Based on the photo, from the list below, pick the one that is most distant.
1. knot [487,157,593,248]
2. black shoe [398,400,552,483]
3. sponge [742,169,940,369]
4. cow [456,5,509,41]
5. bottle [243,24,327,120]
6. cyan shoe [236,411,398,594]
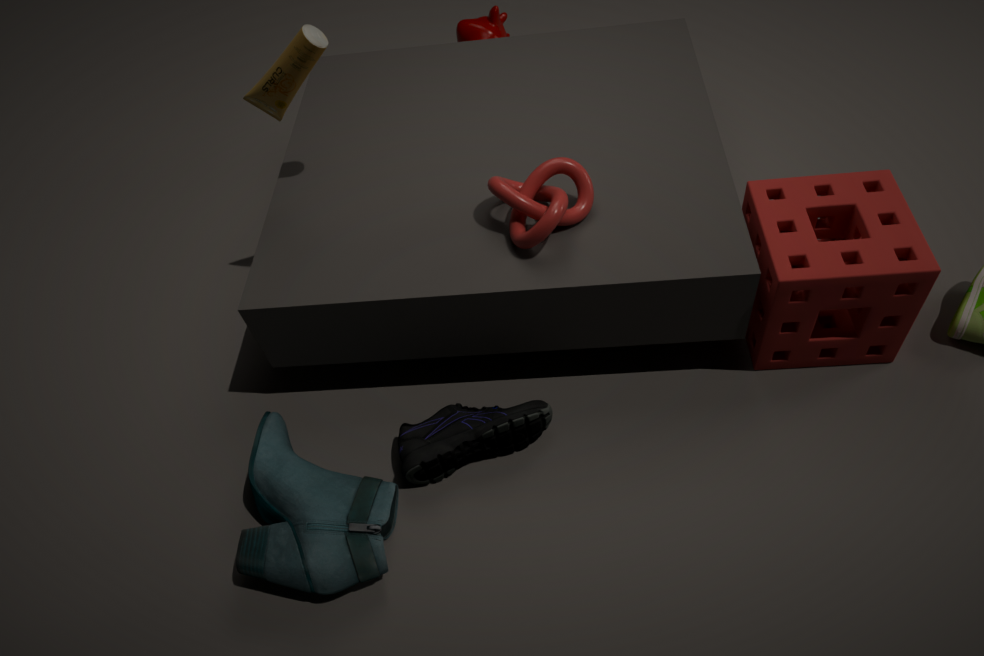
cow [456,5,509,41]
